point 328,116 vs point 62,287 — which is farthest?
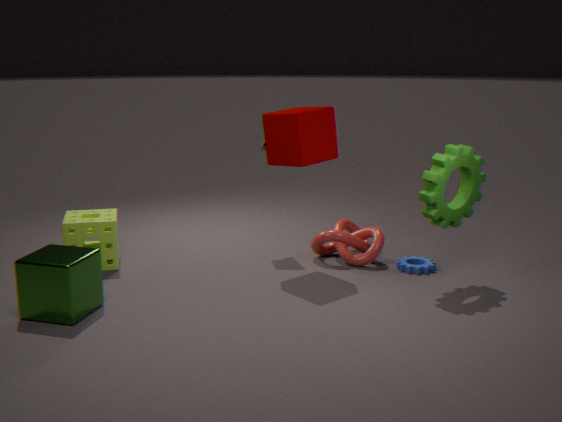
point 328,116
